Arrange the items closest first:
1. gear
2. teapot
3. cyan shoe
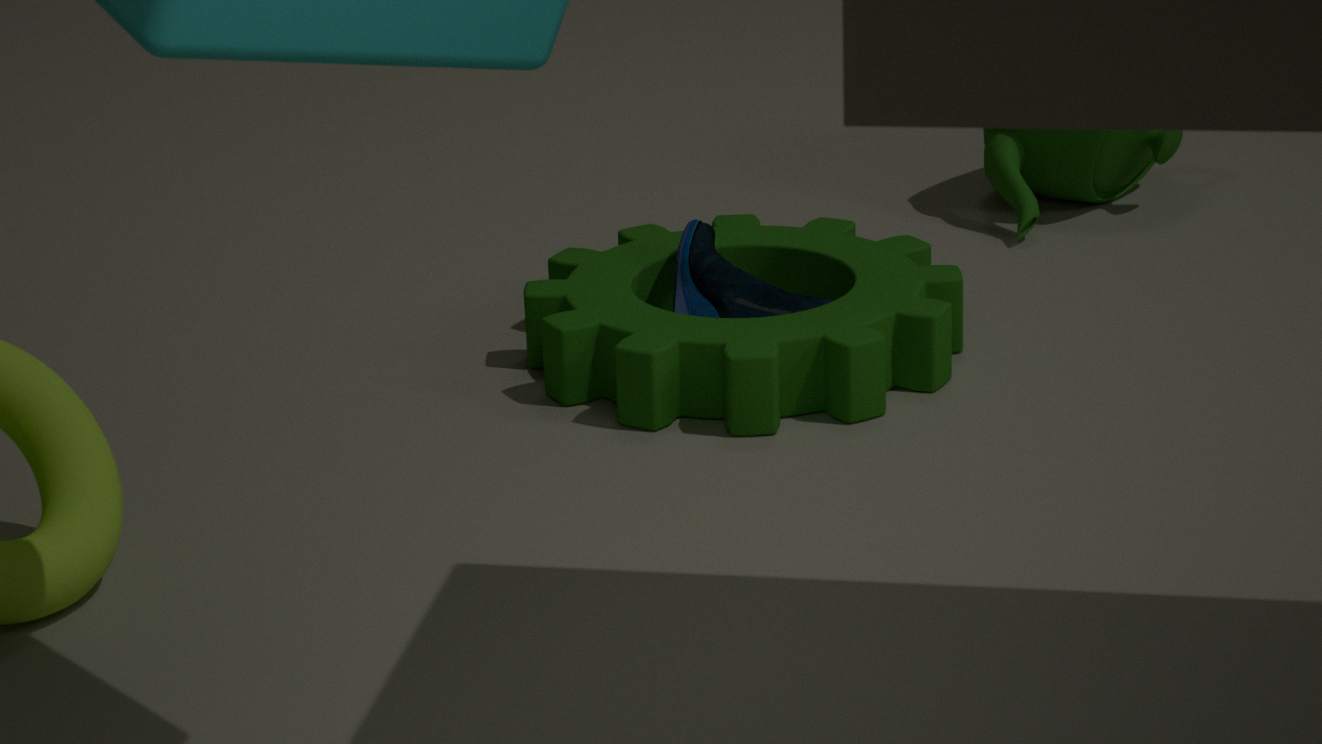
1. gear
2. cyan shoe
3. teapot
